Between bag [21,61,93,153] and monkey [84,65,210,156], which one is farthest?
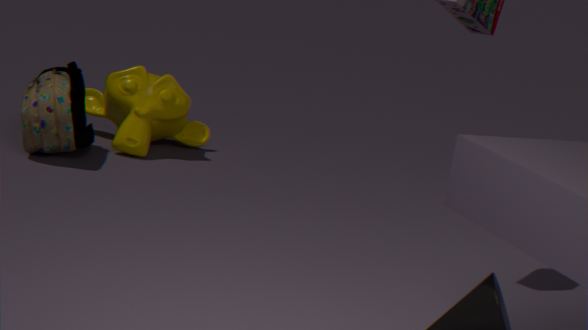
monkey [84,65,210,156]
